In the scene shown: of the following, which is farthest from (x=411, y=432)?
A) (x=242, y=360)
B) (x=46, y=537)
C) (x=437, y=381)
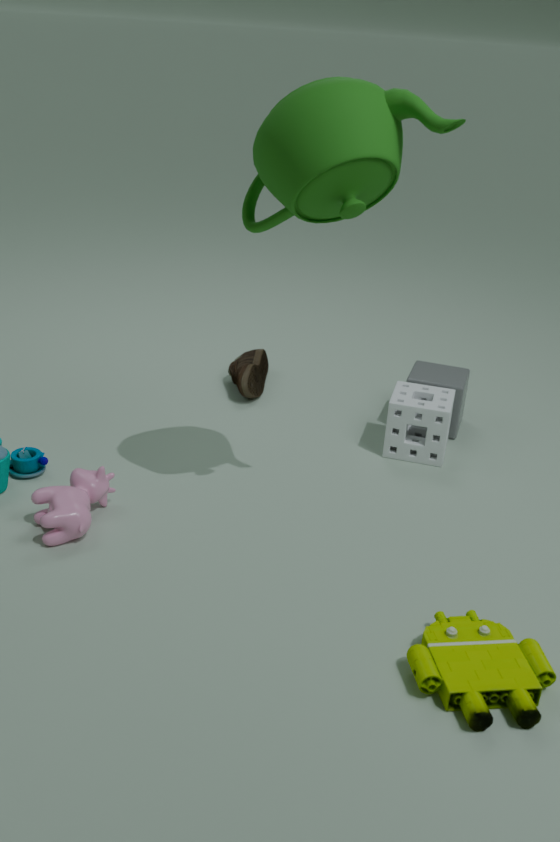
(x=46, y=537)
